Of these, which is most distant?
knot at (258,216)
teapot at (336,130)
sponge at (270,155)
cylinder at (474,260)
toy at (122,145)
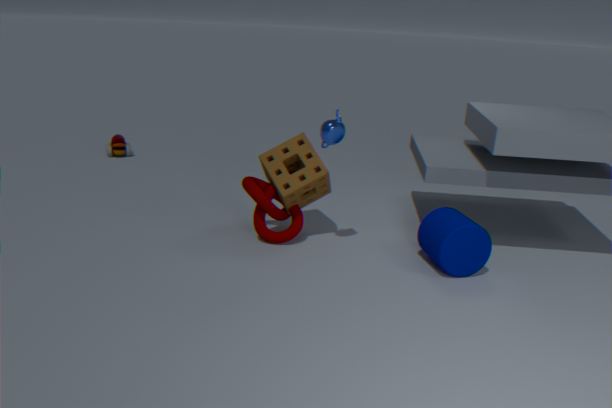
toy at (122,145)
